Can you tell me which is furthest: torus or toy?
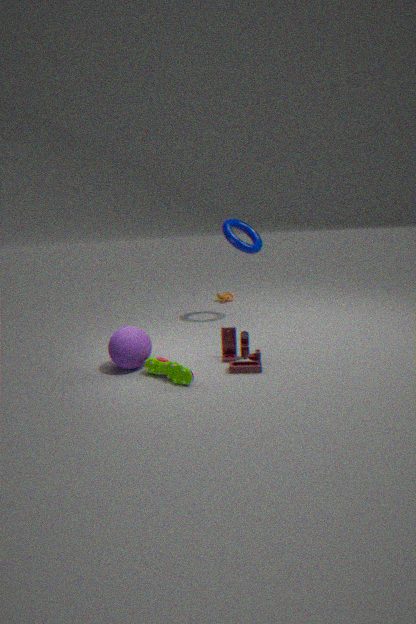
torus
